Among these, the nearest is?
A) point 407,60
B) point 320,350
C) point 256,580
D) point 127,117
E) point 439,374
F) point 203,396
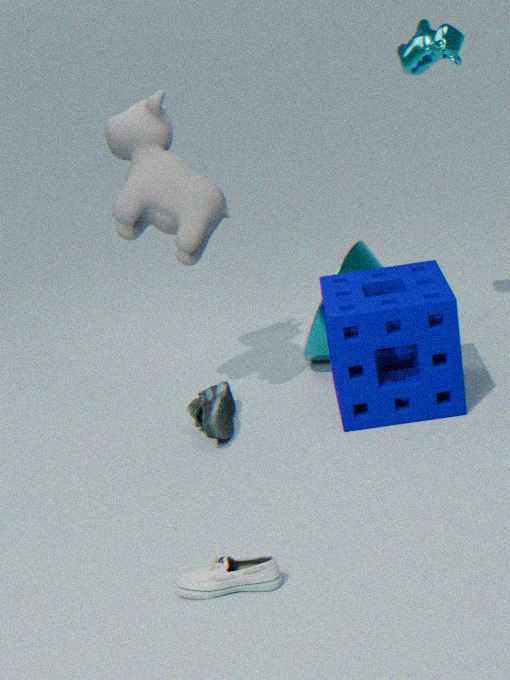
C. point 256,580
